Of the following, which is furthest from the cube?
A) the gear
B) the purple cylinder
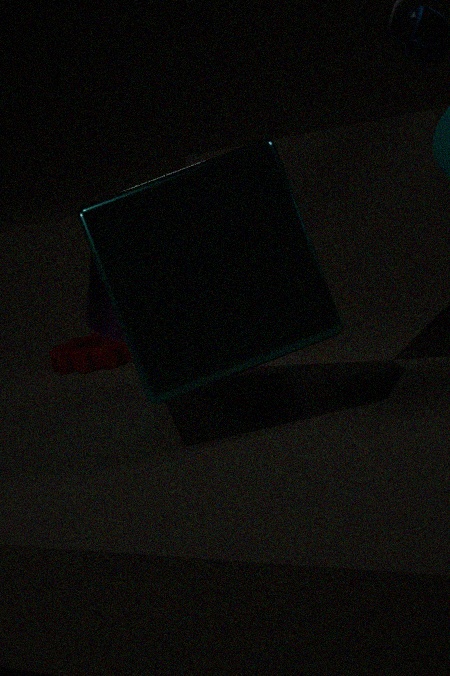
the gear
